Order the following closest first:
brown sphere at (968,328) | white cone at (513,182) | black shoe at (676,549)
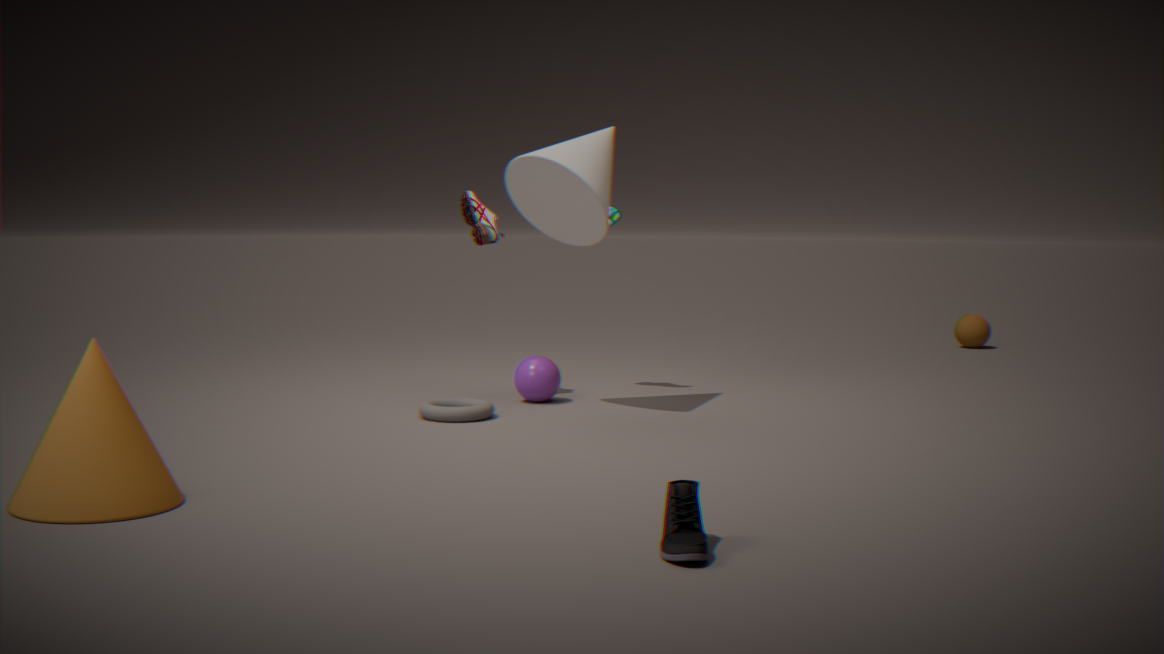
1. black shoe at (676,549)
2. white cone at (513,182)
3. brown sphere at (968,328)
